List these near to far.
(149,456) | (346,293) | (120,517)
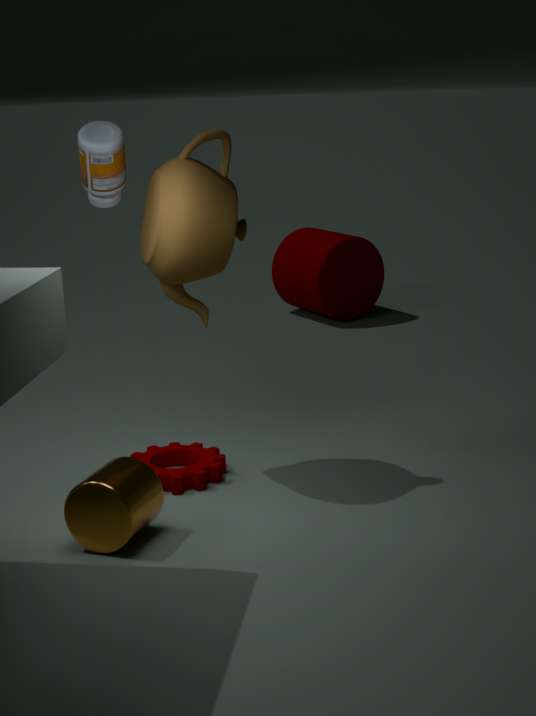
1. (120,517)
2. (149,456)
3. (346,293)
